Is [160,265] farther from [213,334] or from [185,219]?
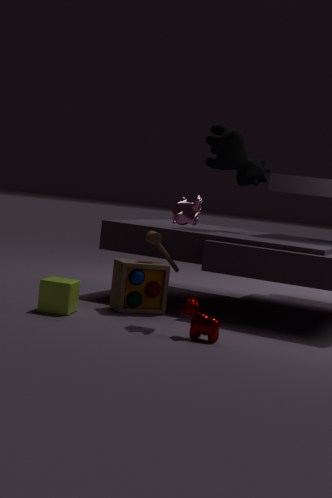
[213,334]
